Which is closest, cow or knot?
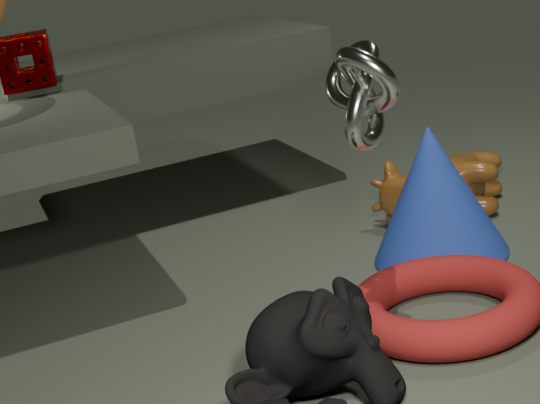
knot
